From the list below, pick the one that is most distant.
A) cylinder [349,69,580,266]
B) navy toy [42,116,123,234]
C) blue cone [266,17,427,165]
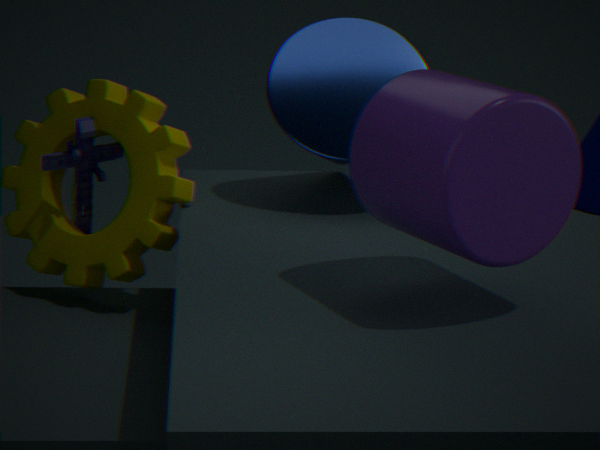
navy toy [42,116,123,234]
